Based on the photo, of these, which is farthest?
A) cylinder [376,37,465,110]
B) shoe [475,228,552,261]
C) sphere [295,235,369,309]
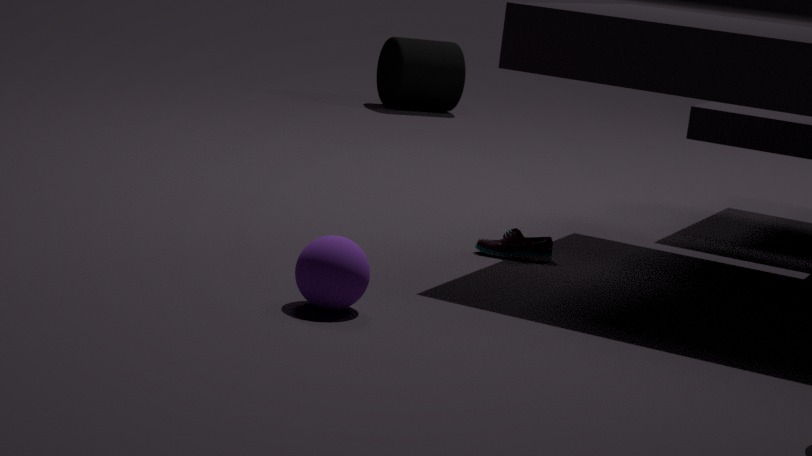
cylinder [376,37,465,110]
